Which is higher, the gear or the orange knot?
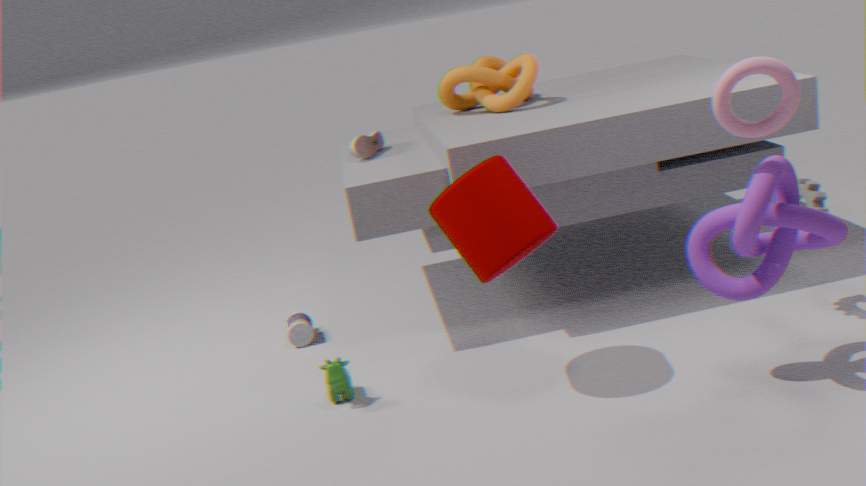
the orange knot
